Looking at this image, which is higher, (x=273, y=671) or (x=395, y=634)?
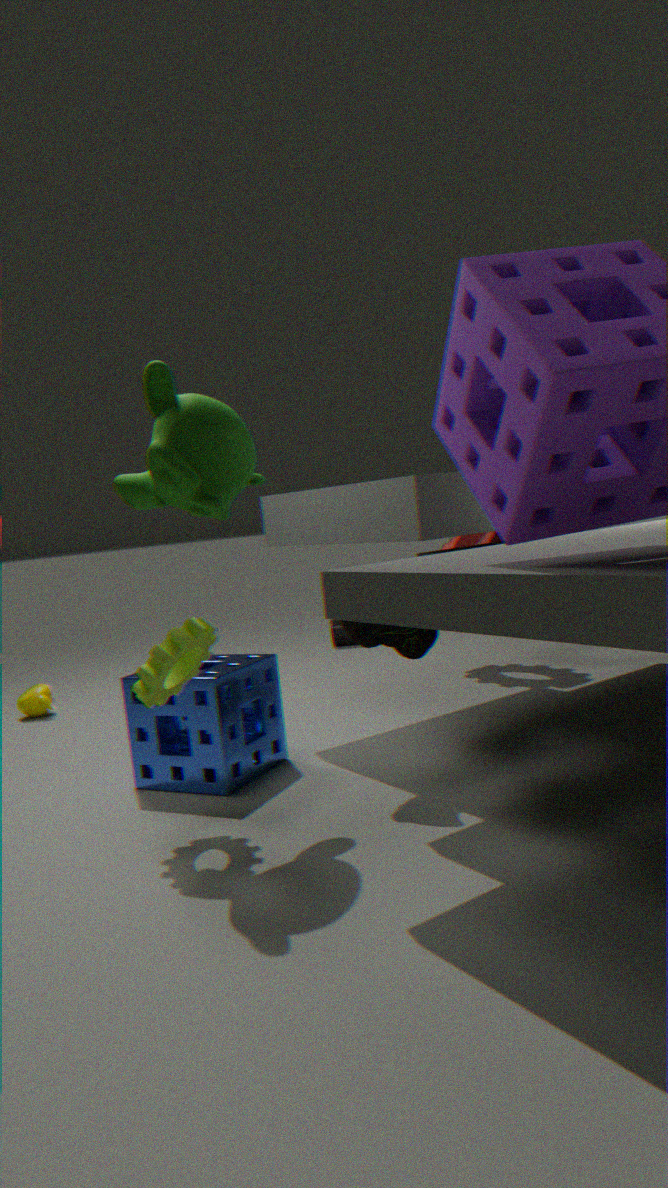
(x=395, y=634)
